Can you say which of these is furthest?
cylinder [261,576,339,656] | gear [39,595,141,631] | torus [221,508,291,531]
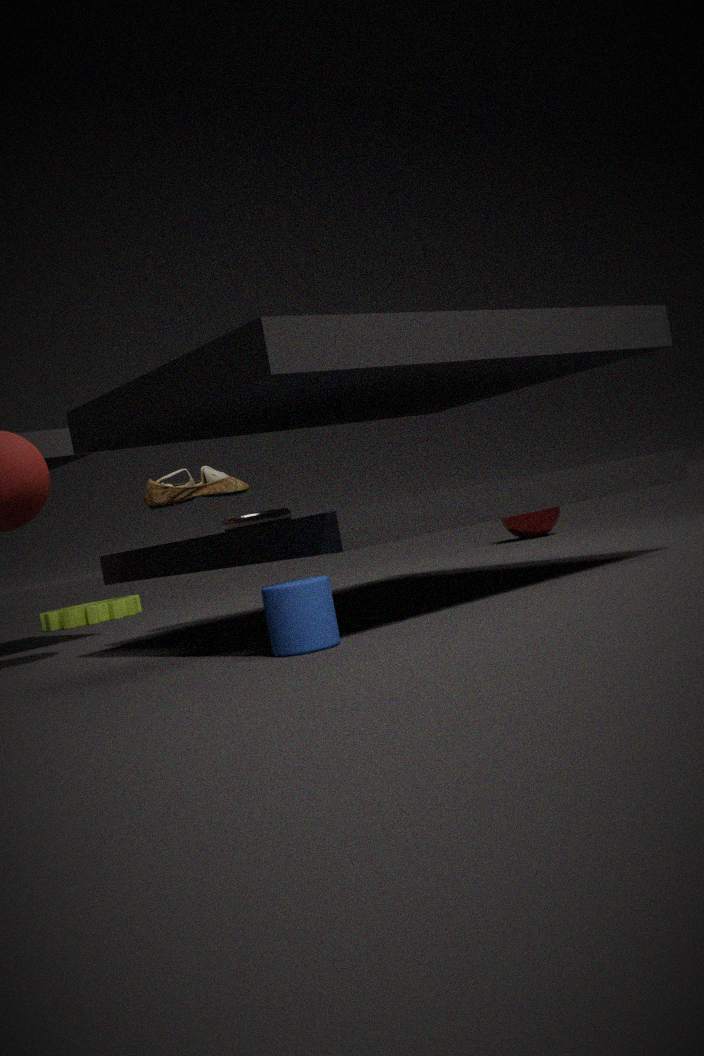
gear [39,595,141,631]
